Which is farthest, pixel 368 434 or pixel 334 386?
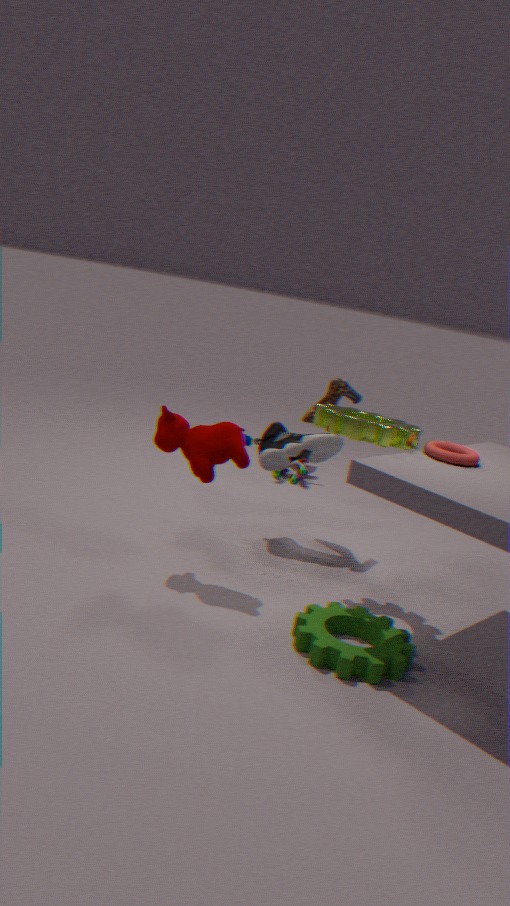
pixel 334 386
